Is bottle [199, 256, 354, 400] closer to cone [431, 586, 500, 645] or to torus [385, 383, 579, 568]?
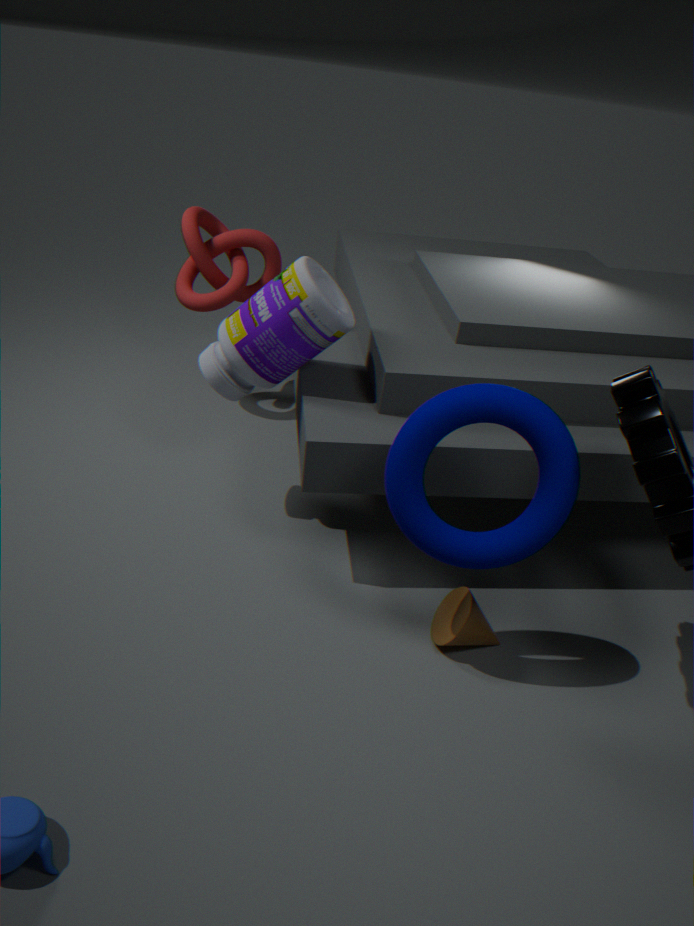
torus [385, 383, 579, 568]
